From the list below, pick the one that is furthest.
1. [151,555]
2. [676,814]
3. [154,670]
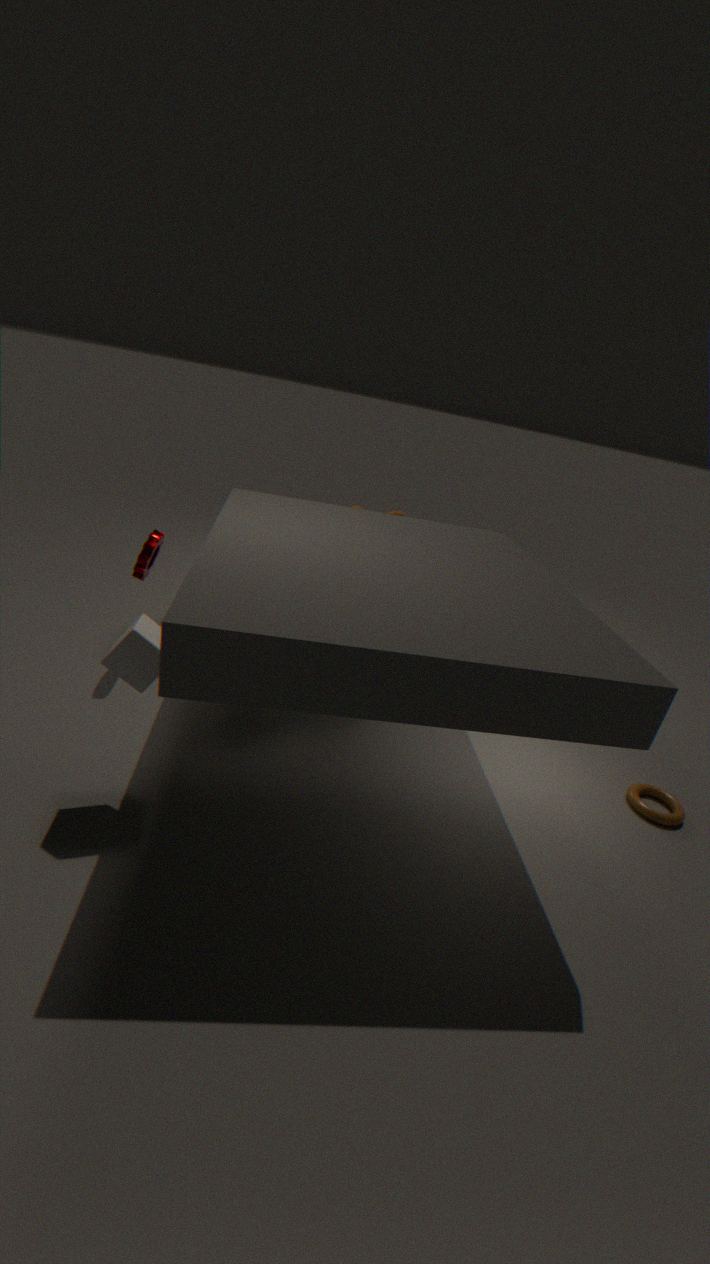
[151,555]
